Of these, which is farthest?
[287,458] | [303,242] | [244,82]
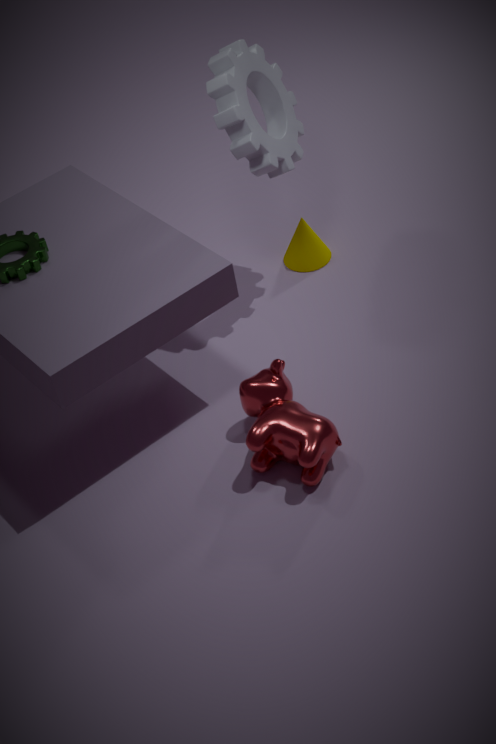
[303,242]
